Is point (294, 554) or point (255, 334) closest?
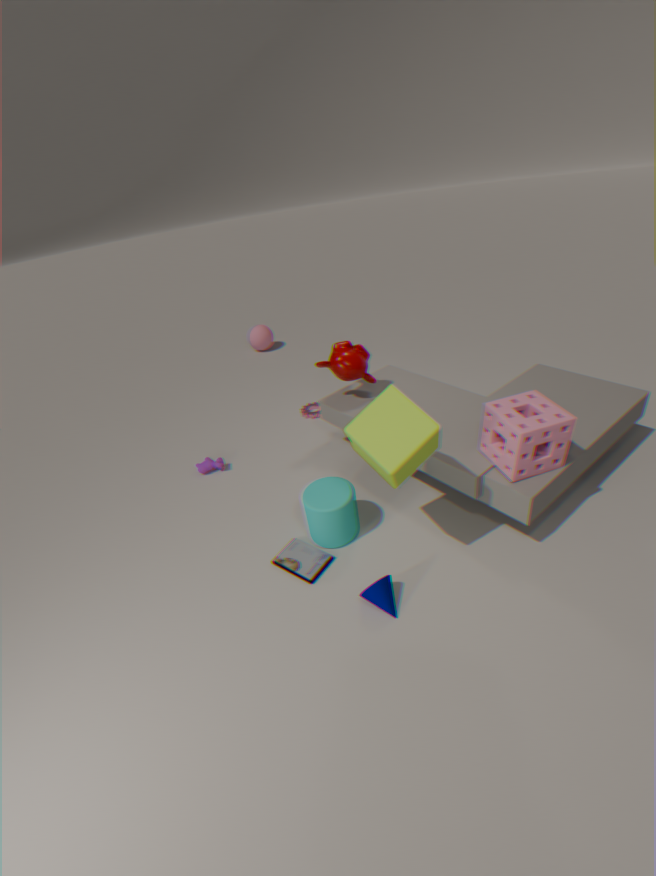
point (294, 554)
